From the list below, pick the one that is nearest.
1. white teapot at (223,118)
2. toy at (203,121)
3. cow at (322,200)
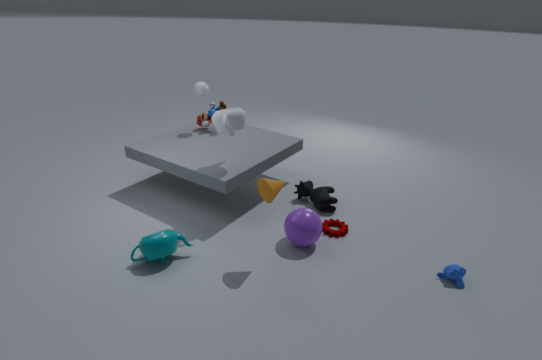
white teapot at (223,118)
